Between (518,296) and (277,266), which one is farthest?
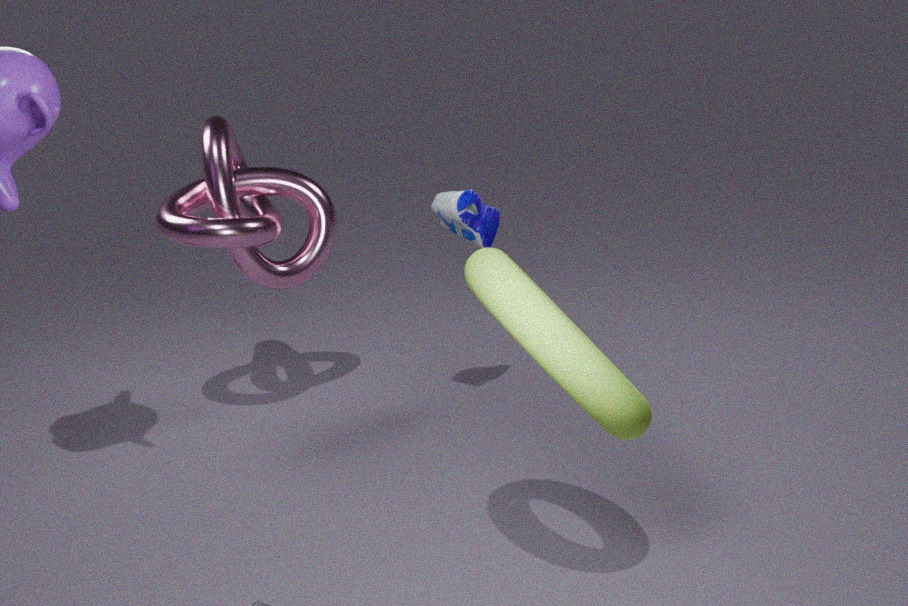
(277,266)
